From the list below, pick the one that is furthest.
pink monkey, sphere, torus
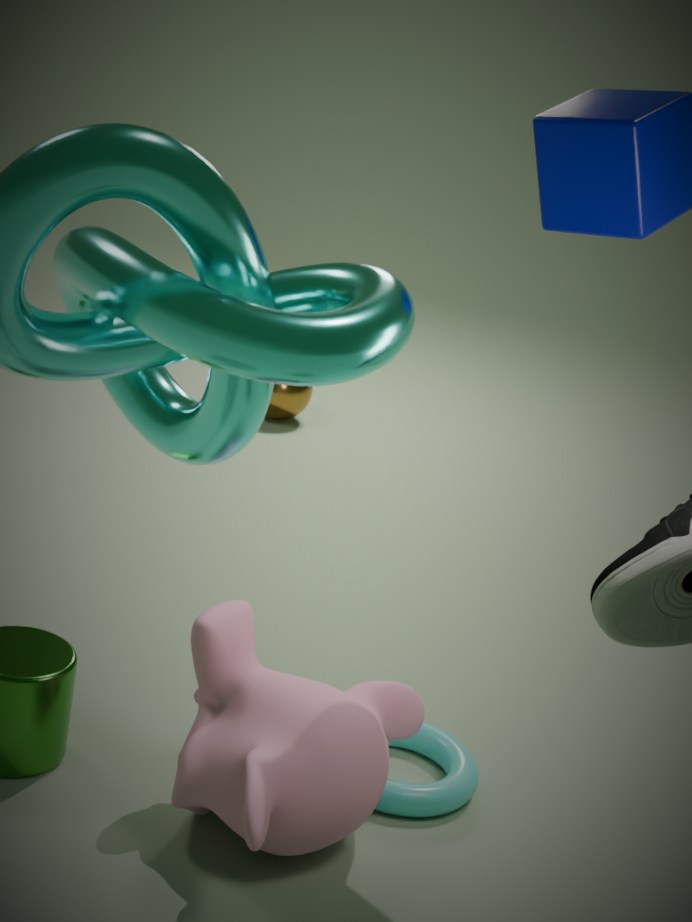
sphere
